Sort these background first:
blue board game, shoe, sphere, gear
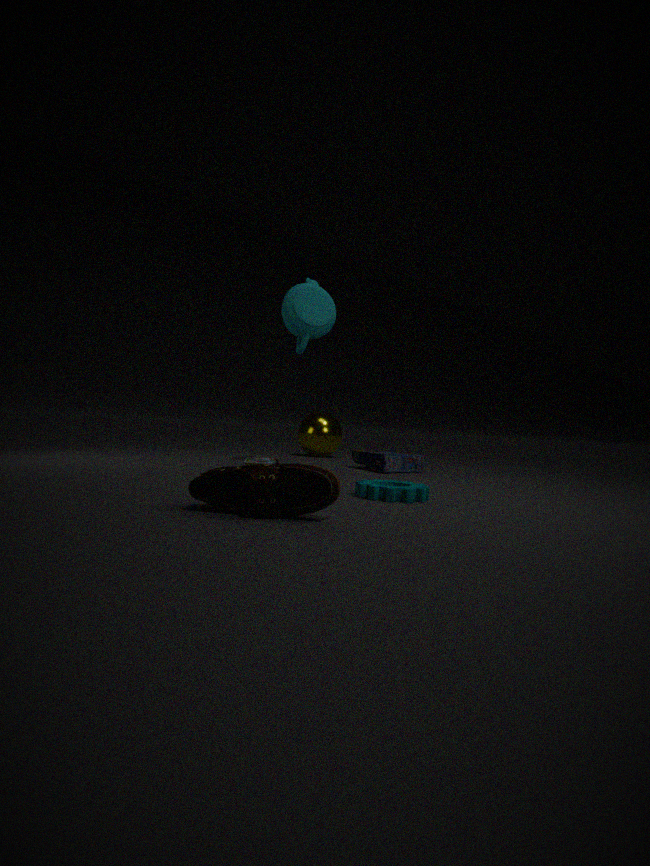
sphere
blue board game
gear
shoe
